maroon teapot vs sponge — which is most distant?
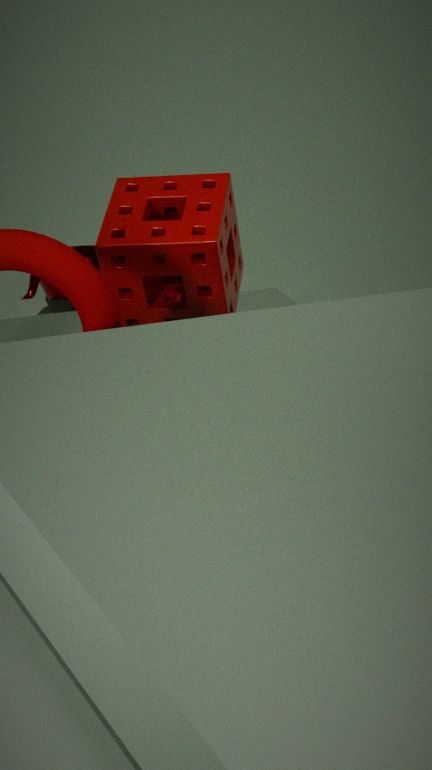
maroon teapot
